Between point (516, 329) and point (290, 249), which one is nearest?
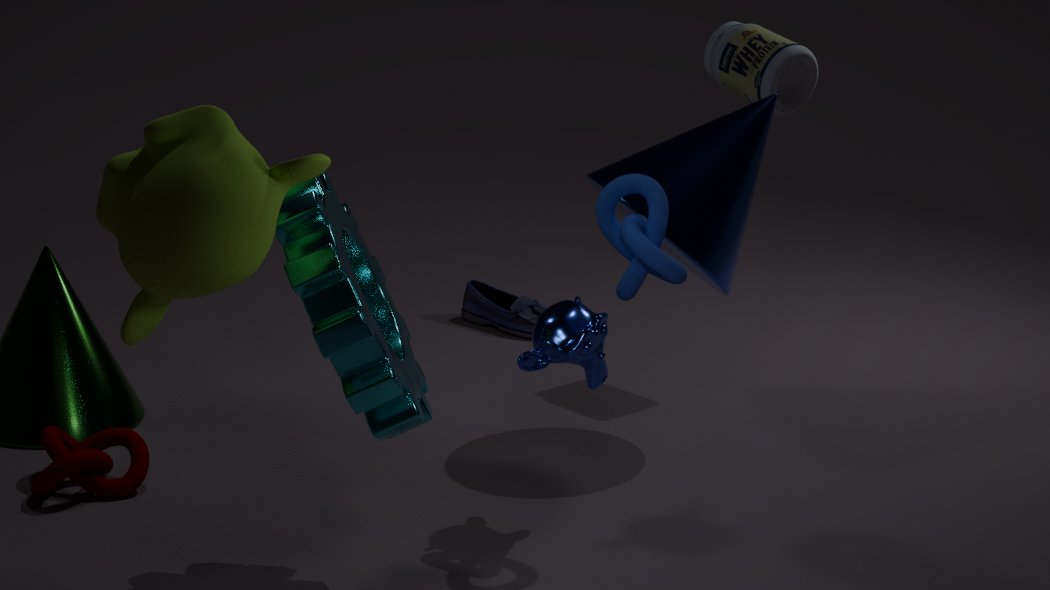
point (290, 249)
